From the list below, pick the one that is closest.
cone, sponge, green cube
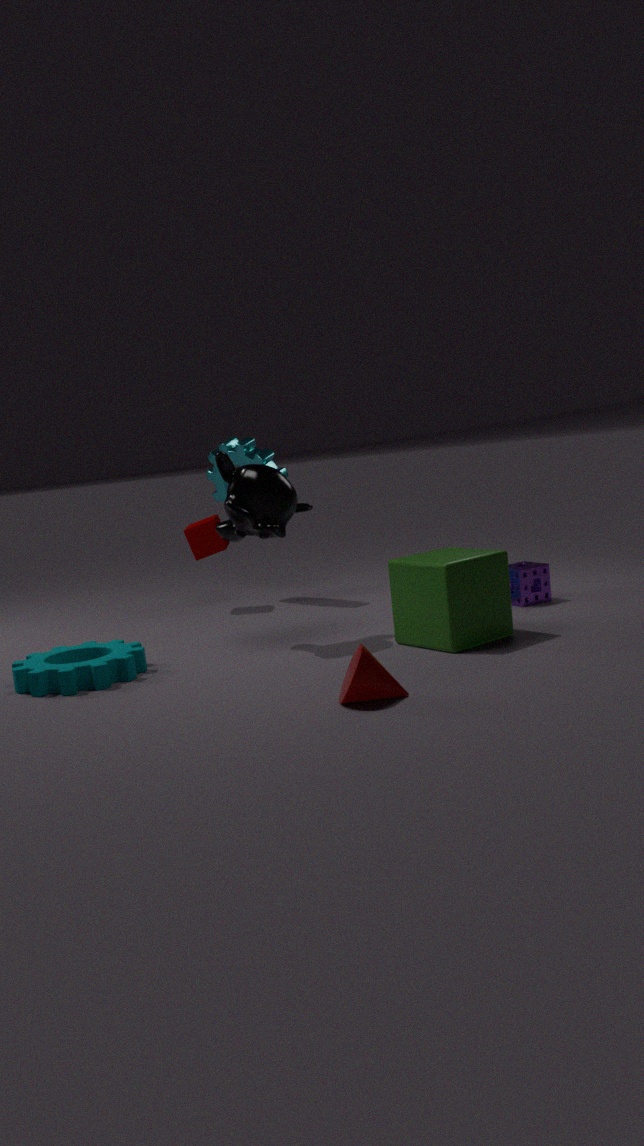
cone
